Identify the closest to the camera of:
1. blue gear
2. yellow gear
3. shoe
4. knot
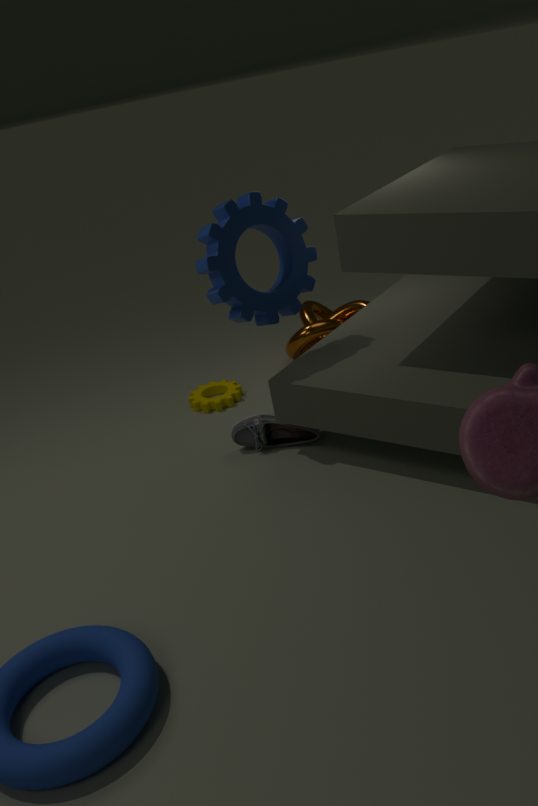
blue gear
